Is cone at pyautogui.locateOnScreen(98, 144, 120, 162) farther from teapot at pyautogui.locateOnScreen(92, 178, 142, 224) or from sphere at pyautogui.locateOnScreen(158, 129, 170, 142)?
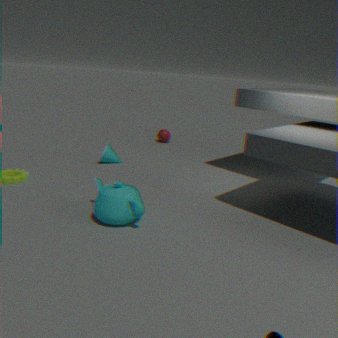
sphere at pyautogui.locateOnScreen(158, 129, 170, 142)
